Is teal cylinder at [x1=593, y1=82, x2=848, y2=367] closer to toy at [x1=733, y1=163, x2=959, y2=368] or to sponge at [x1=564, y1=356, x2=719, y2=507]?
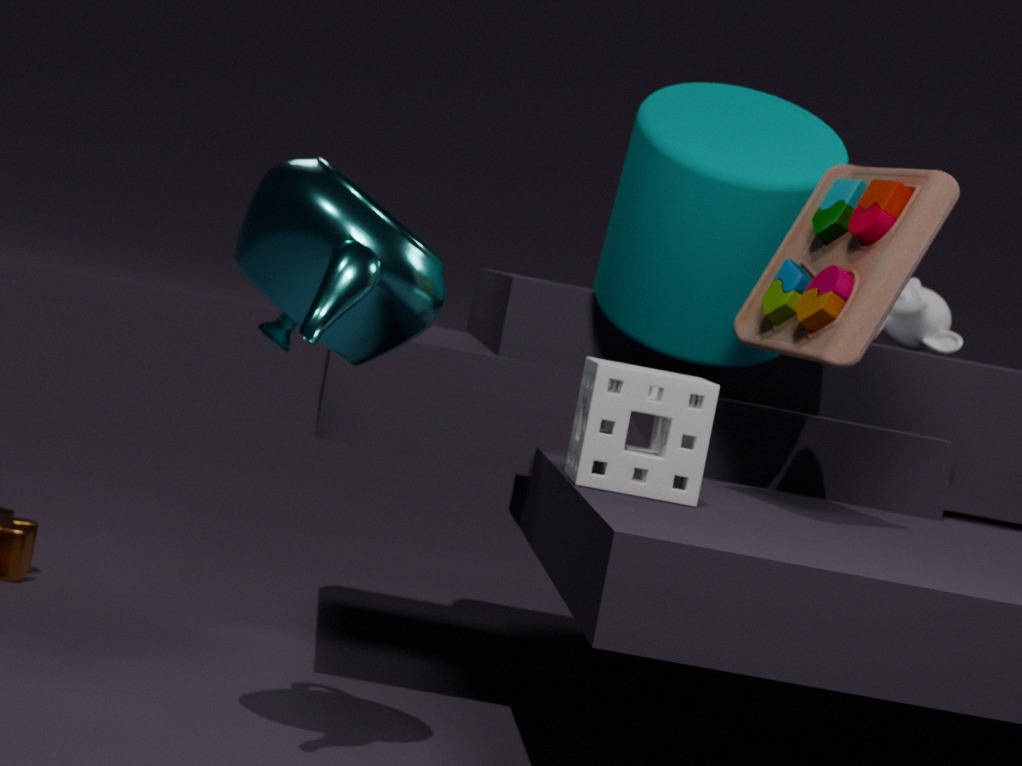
toy at [x1=733, y1=163, x2=959, y2=368]
